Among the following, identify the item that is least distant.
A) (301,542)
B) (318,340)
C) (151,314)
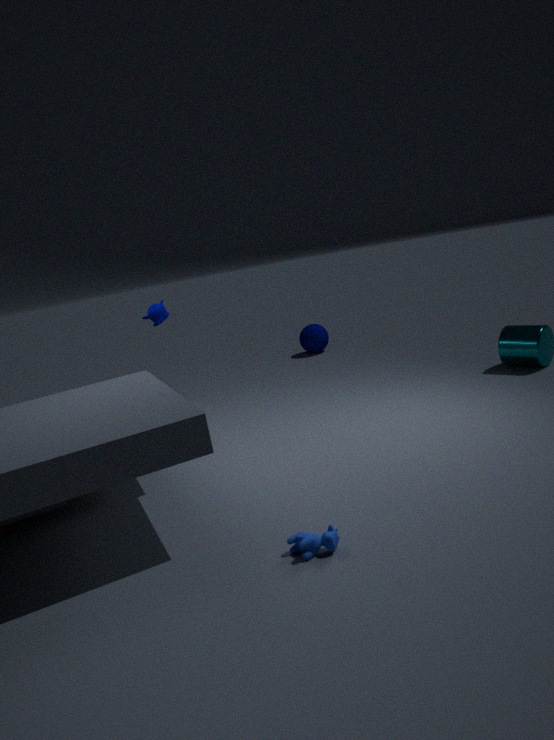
(301,542)
